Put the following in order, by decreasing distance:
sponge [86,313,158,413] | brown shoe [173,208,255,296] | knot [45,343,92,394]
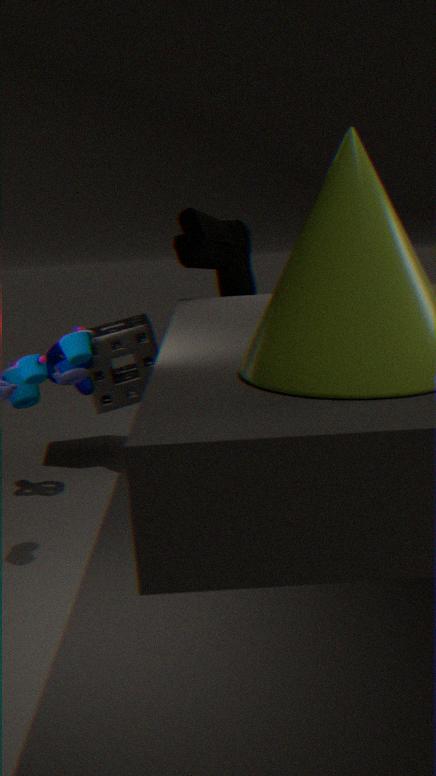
sponge [86,313,158,413] < brown shoe [173,208,255,296] < knot [45,343,92,394]
